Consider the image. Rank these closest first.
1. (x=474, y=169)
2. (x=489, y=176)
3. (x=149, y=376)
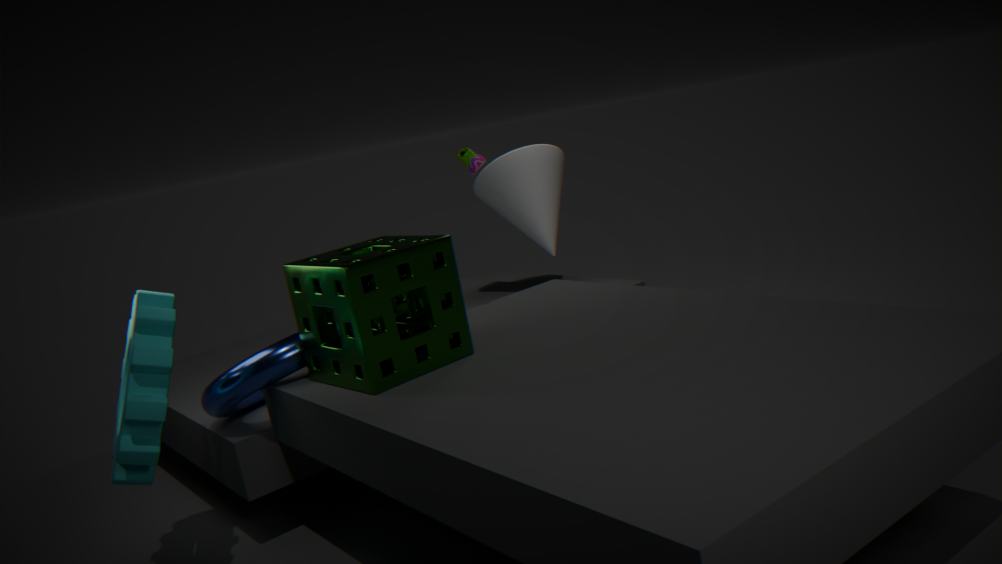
(x=149, y=376) < (x=474, y=169) < (x=489, y=176)
